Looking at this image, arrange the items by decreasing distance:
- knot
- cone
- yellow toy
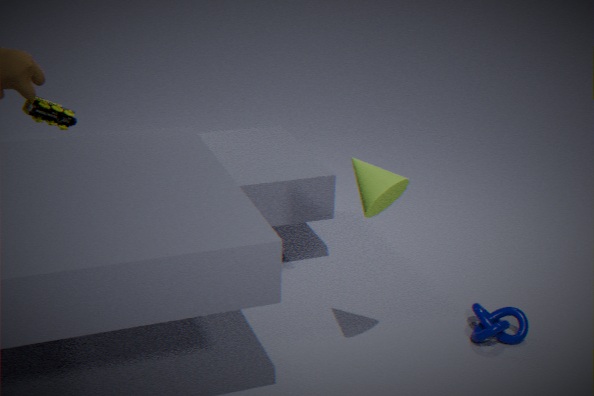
yellow toy, knot, cone
